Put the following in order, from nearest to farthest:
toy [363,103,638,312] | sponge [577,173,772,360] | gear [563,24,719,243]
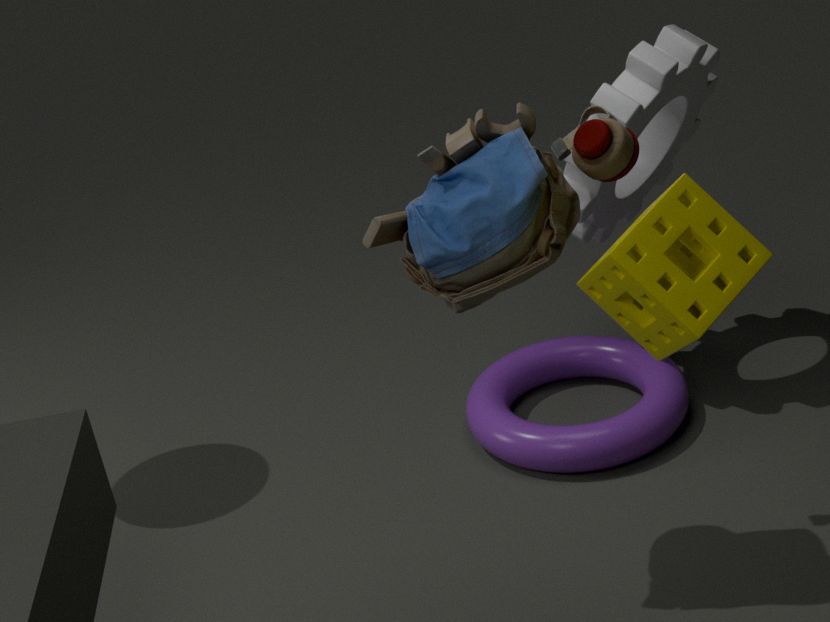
1. sponge [577,173,772,360]
2. toy [363,103,638,312]
3. gear [563,24,719,243]
